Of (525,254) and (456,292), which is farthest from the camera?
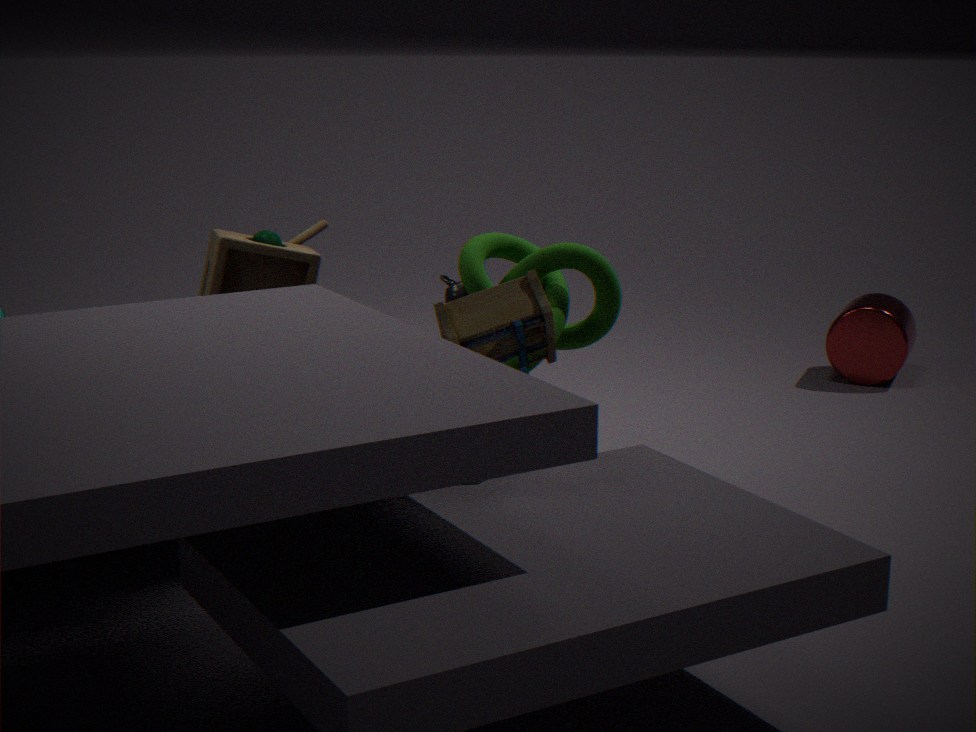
(456,292)
